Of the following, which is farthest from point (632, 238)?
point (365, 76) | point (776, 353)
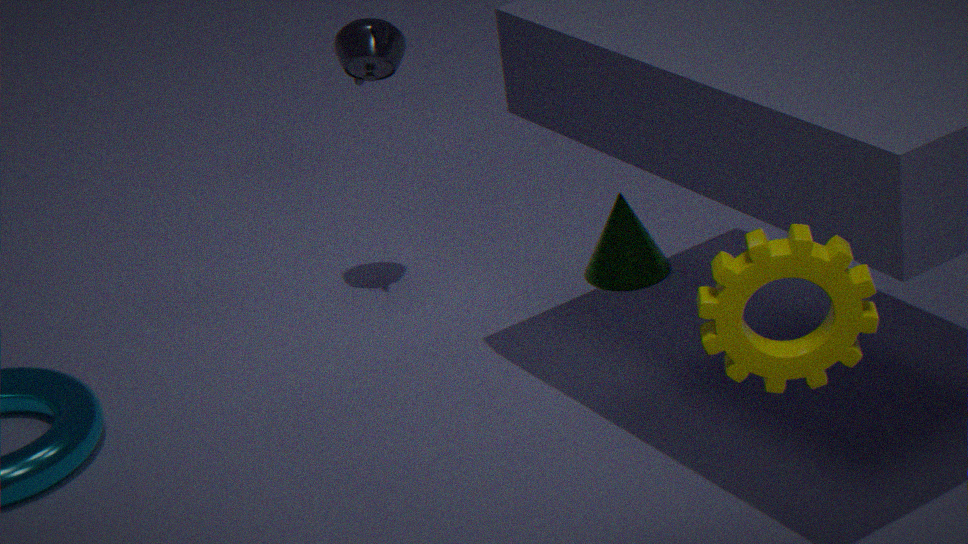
point (776, 353)
